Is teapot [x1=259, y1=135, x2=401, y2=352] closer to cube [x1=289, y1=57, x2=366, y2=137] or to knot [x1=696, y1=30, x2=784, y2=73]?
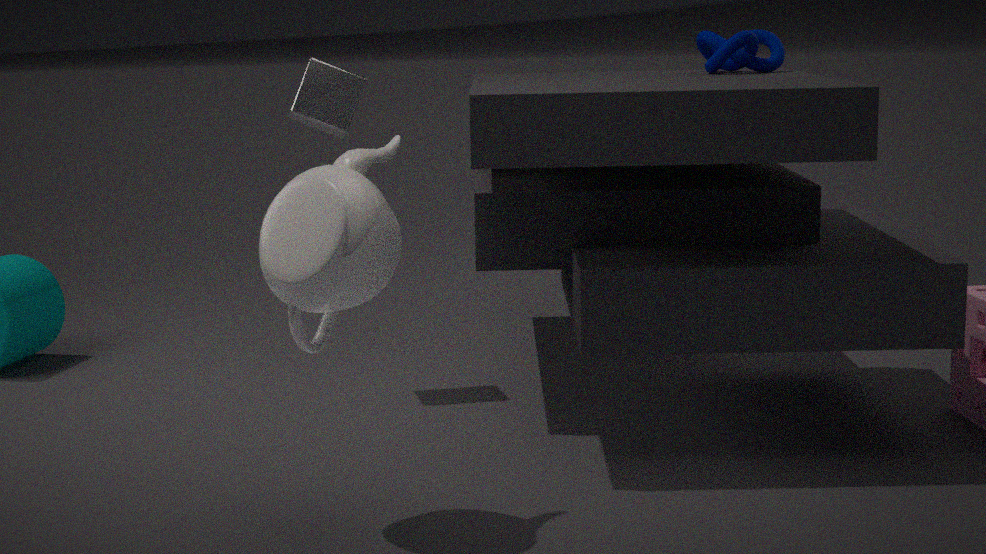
cube [x1=289, y1=57, x2=366, y2=137]
